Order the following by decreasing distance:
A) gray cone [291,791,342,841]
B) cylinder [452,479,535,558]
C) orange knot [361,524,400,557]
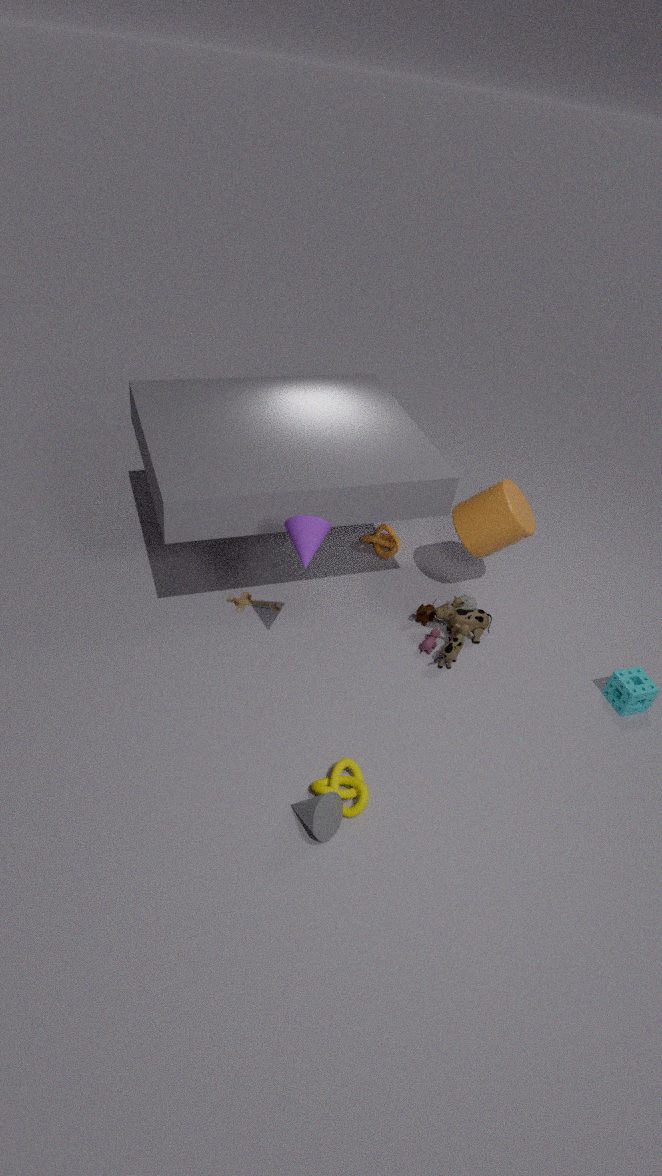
orange knot [361,524,400,557] < cylinder [452,479,535,558] < gray cone [291,791,342,841]
